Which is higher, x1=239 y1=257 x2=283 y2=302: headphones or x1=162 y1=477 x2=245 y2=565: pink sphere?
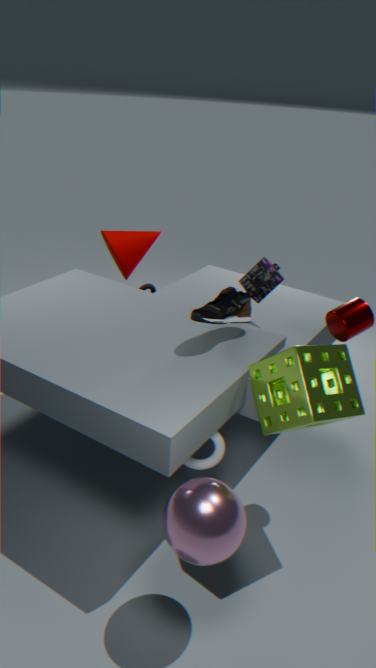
x1=239 y1=257 x2=283 y2=302: headphones
